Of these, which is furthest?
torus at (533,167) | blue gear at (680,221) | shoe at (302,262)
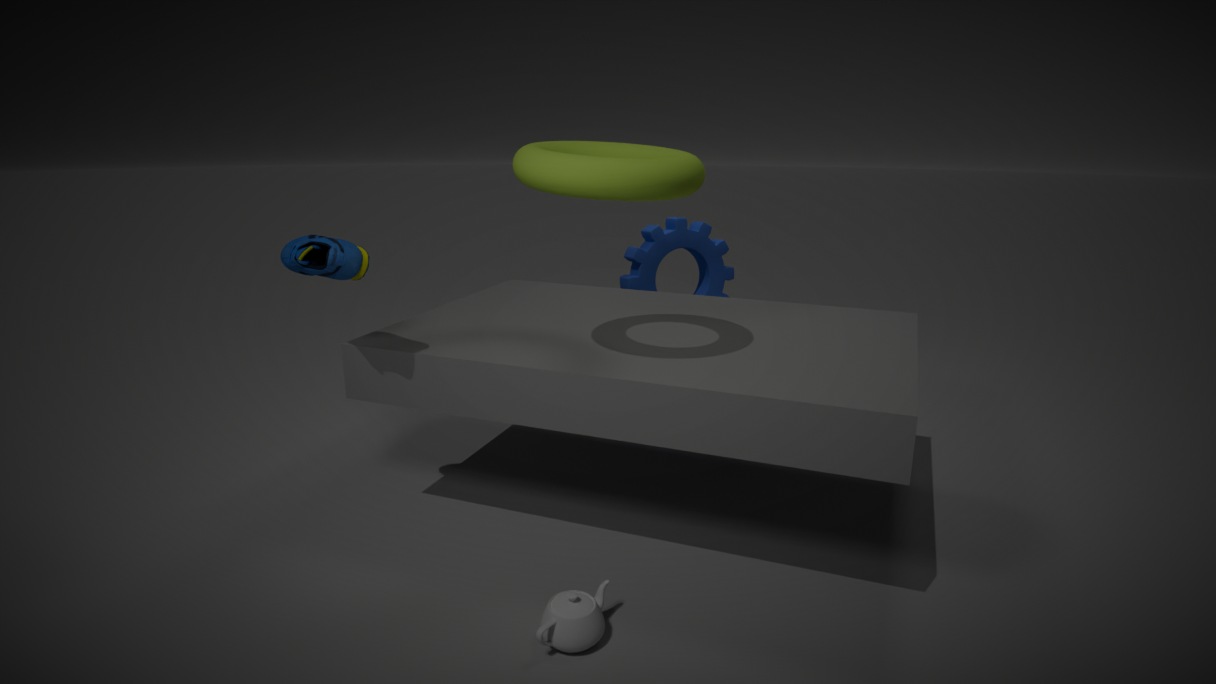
blue gear at (680,221)
